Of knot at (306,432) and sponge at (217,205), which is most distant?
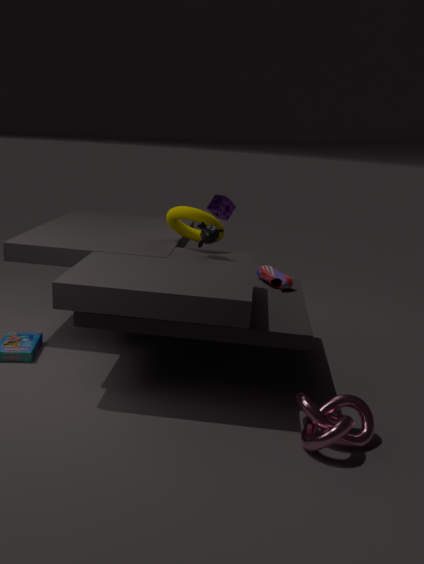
sponge at (217,205)
